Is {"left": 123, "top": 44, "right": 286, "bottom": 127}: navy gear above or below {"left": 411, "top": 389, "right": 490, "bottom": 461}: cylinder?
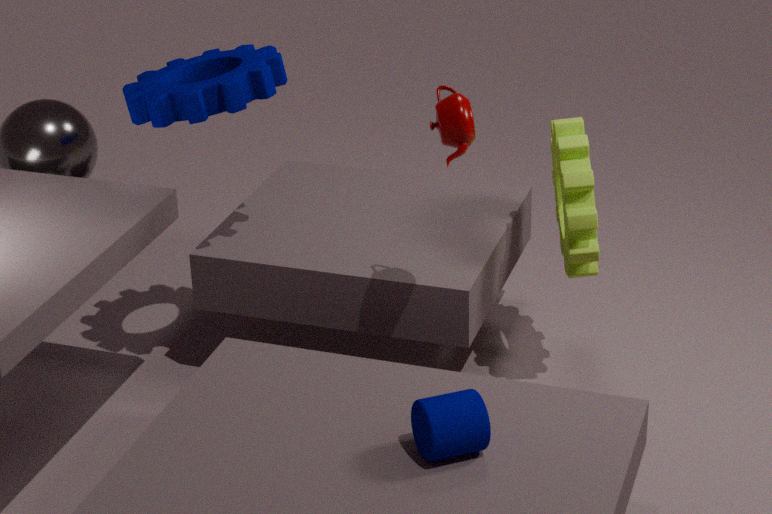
above
